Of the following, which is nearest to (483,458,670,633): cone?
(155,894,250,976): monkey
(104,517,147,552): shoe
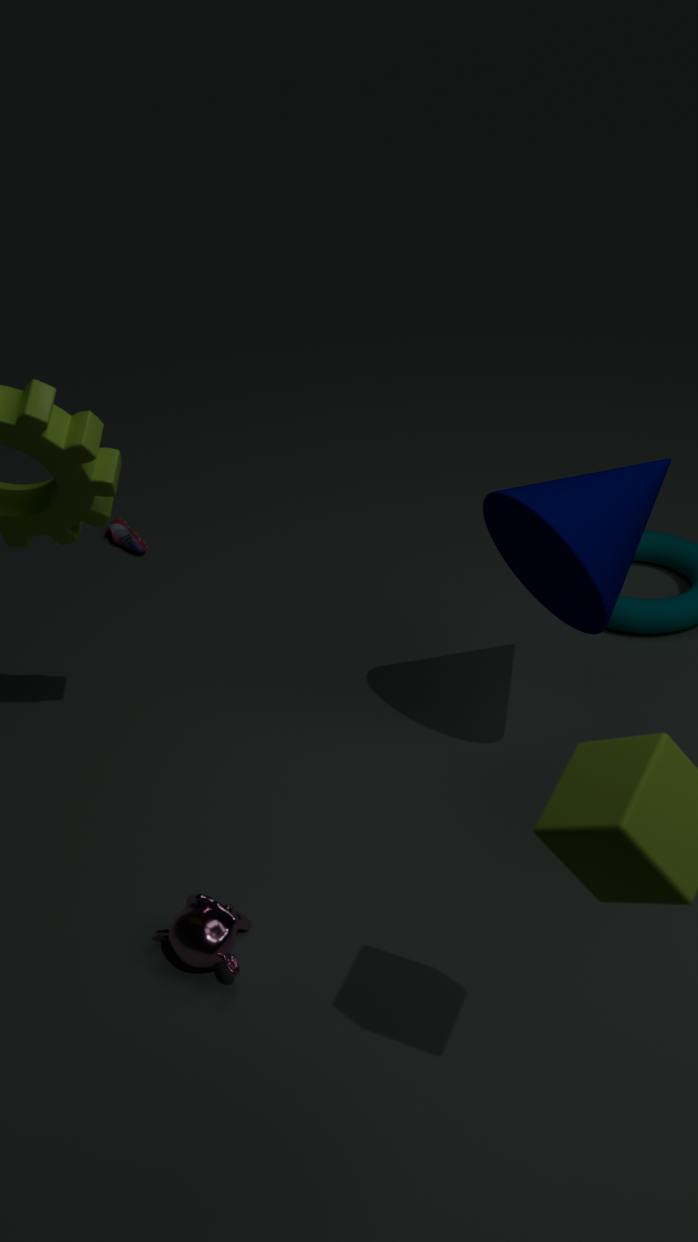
(155,894,250,976): monkey
